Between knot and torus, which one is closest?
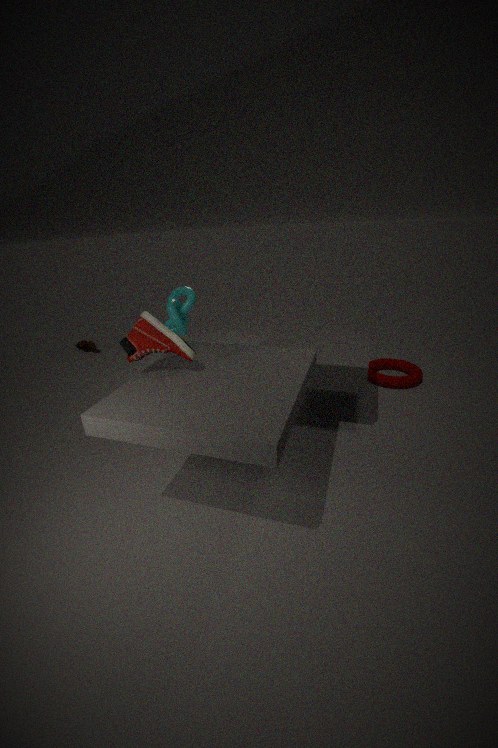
knot
